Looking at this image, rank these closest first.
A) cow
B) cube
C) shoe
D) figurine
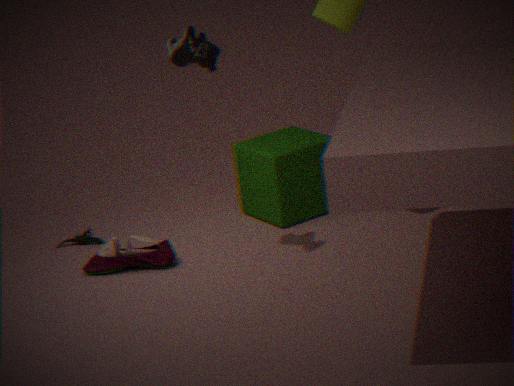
cow
shoe
cube
figurine
